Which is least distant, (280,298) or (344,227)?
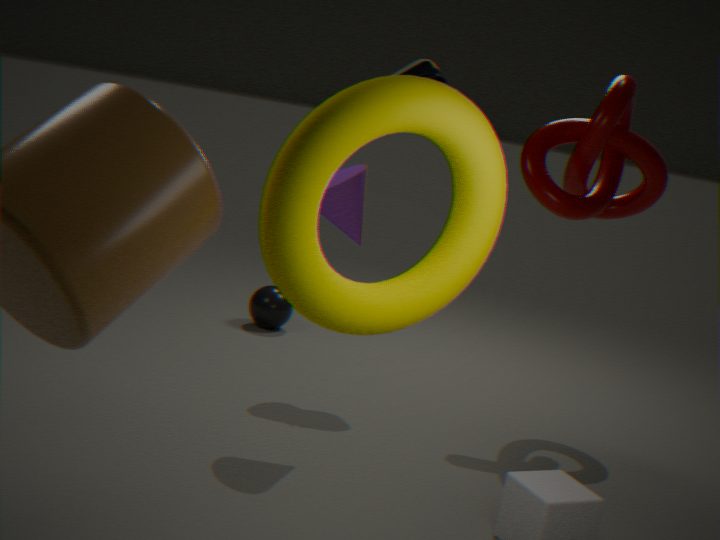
(344,227)
